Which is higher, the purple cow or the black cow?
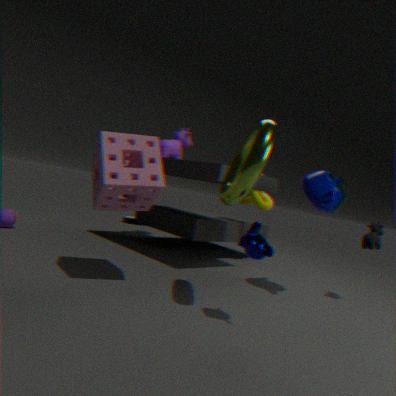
the purple cow
